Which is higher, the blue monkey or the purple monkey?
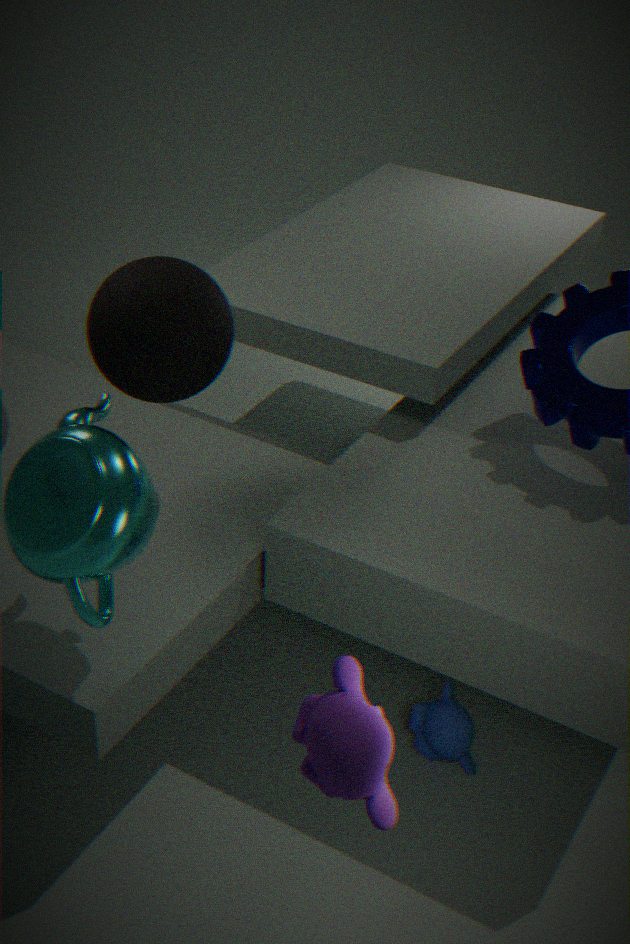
the purple monkey
